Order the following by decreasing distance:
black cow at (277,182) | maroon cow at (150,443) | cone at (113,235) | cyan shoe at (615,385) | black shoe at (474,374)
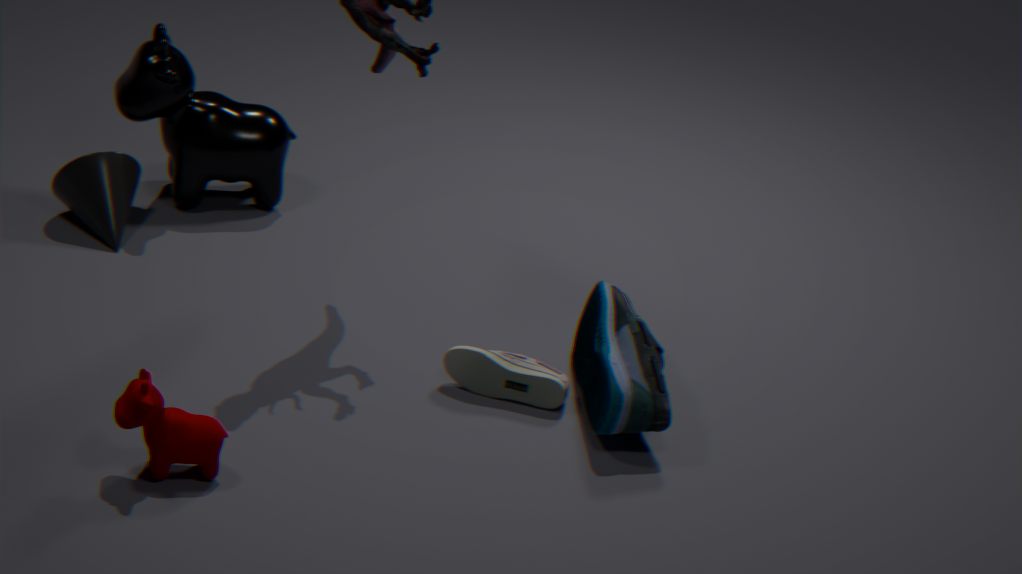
black cow at (277,182)
cone at (113,235)
black shoe at (474,374)
cyan shoe at (615,385)
maroon cow at (150,443)
